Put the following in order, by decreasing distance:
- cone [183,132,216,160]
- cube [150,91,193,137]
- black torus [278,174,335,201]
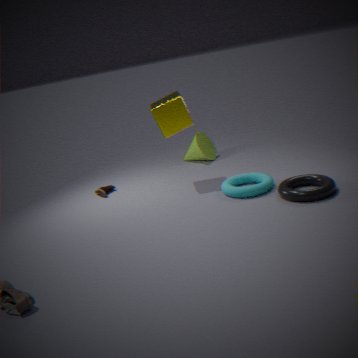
cone [183,132,216,160] → cube [150,91,193,137] → black torus [278,174,335,201]
